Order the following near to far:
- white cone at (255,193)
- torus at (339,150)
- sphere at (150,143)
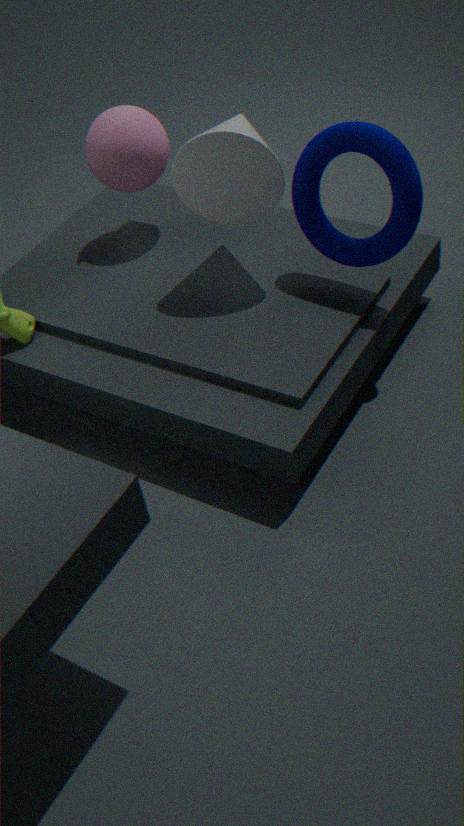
torus at (339,150) → white cone at (255,193) → sphere at (150,143)
